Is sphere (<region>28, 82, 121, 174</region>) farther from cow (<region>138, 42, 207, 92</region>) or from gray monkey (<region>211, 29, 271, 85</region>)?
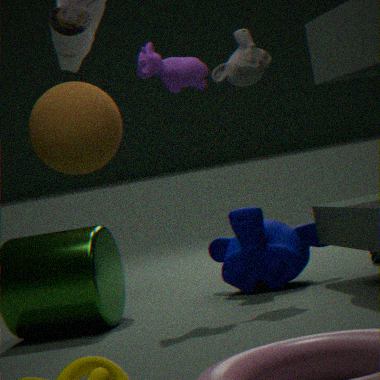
gray monkey (<region>211, 29, 271, 85</region>)
